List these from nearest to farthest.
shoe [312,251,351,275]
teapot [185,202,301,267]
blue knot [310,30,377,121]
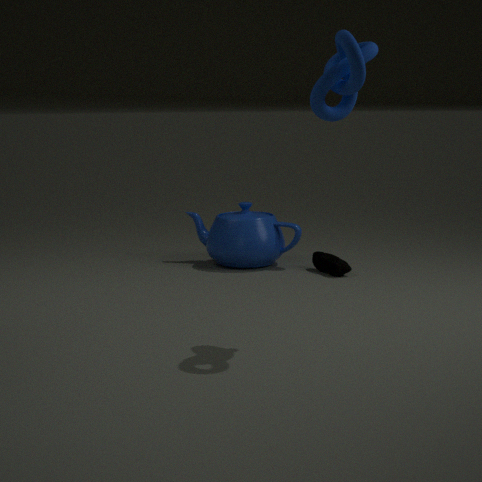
blue knot [310,30,377,121]
shoe [312,251,351,275]
teapot [185,202,301,267]
